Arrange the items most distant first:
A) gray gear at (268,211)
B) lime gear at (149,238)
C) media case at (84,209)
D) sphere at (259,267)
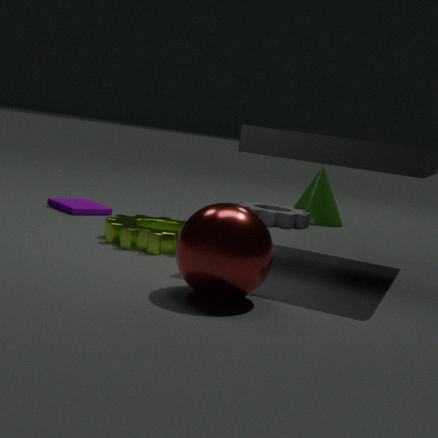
gray gear at (268,211), media case at (84,209), lime gear at (149,238), sphere at (259,267)
